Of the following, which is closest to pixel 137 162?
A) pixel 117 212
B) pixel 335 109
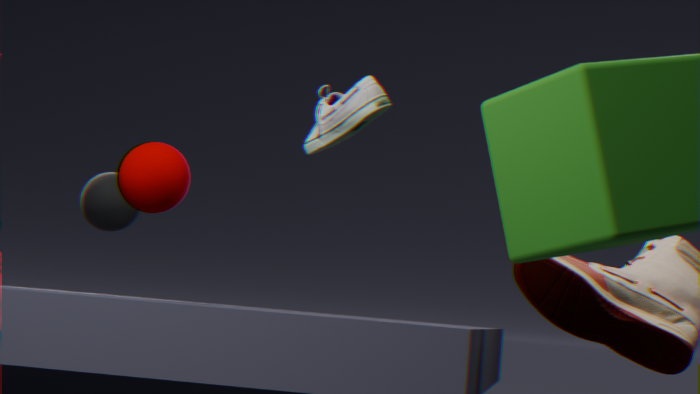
pixel 335 109
